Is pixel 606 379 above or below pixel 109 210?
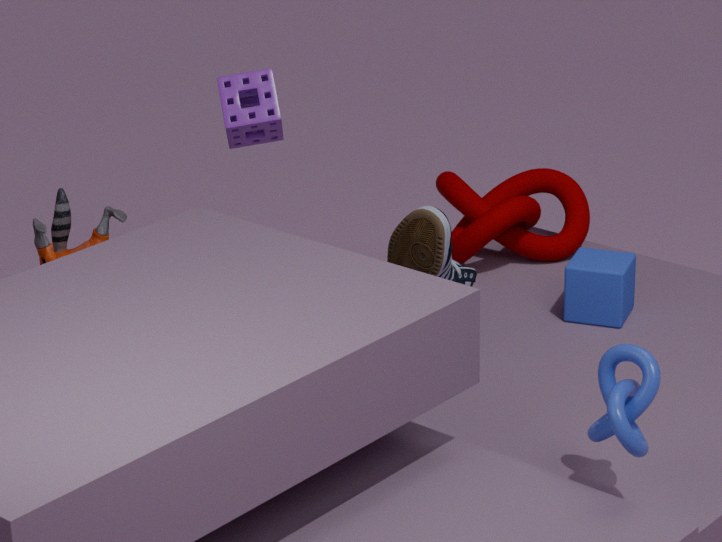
above
